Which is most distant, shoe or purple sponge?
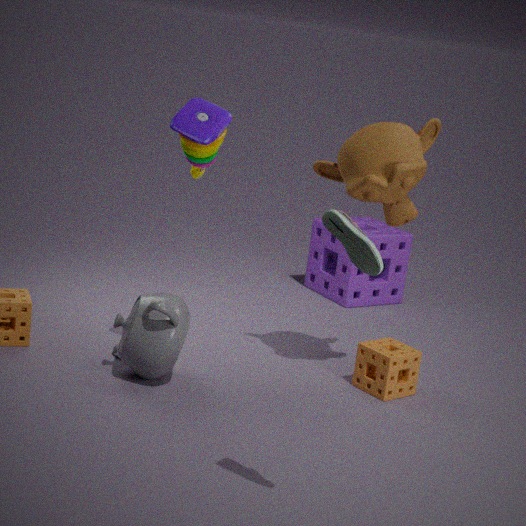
purple sponge
